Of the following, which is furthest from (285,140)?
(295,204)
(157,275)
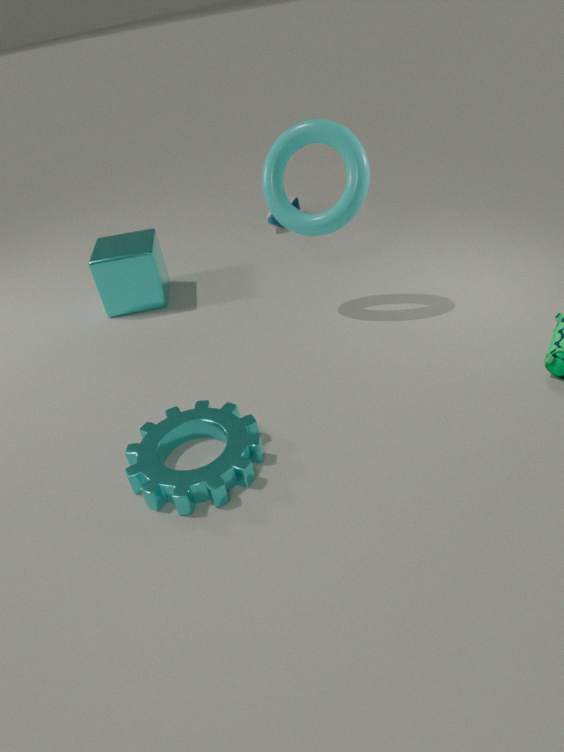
(295,204)
